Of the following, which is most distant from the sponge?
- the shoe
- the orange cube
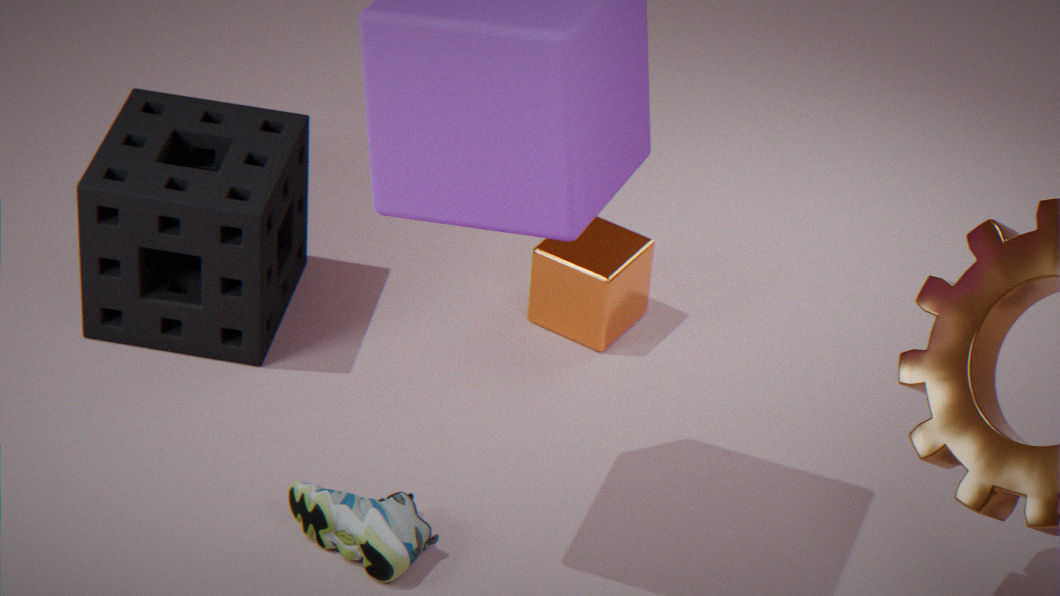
the orange cube
